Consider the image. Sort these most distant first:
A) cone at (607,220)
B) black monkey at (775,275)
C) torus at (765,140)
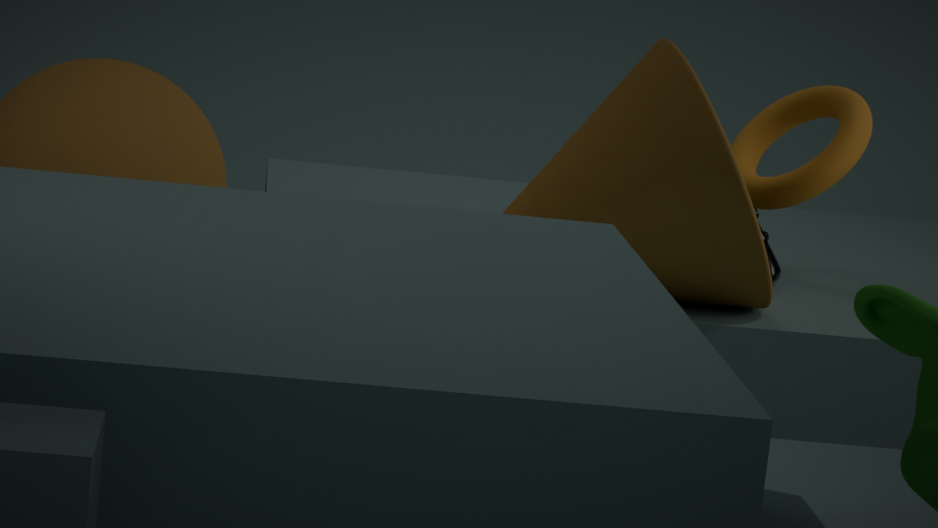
torus at (765,140)
black monkey at (775,275)
cone at (607,220)
